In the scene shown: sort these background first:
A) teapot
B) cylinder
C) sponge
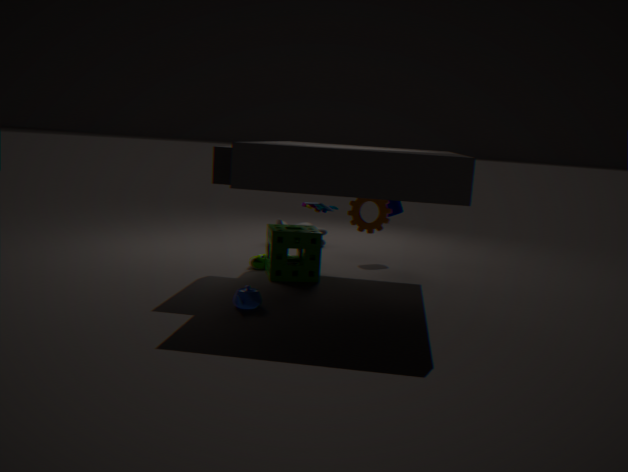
cylinder, sponge, teapot
